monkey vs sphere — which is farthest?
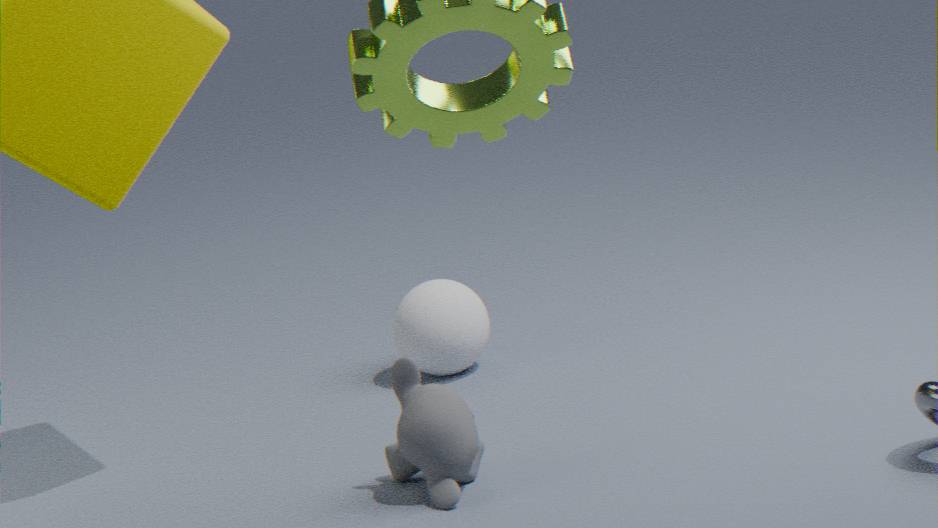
sphere
